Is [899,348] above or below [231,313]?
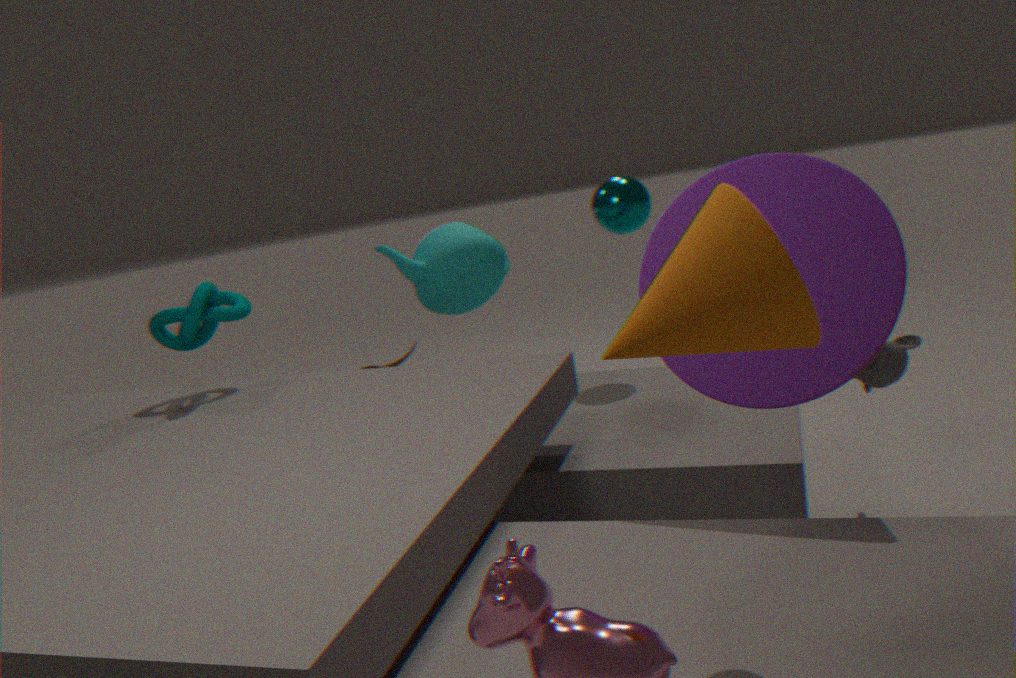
below
